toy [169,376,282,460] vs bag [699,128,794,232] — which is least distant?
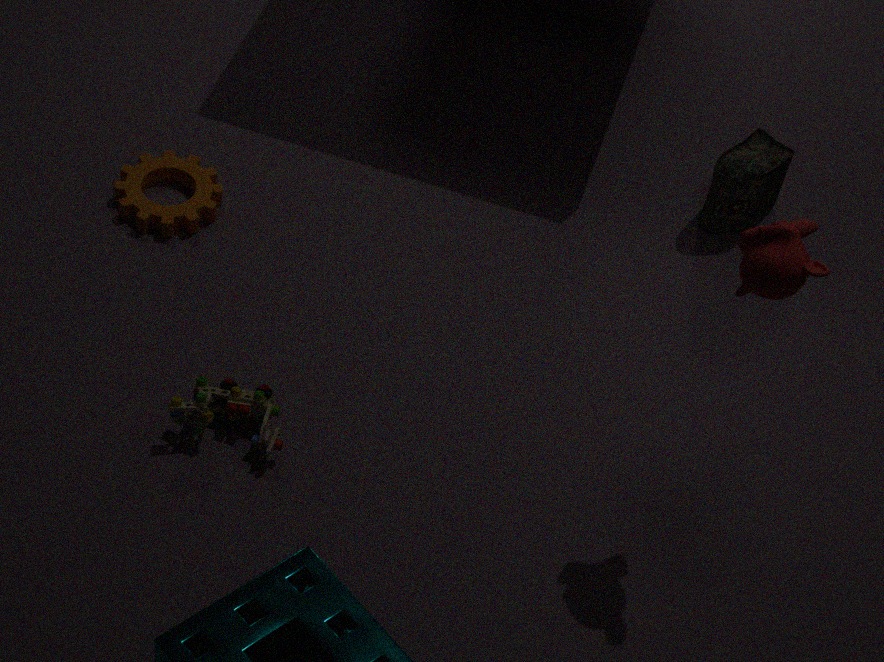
toy [169,376,282,460]
